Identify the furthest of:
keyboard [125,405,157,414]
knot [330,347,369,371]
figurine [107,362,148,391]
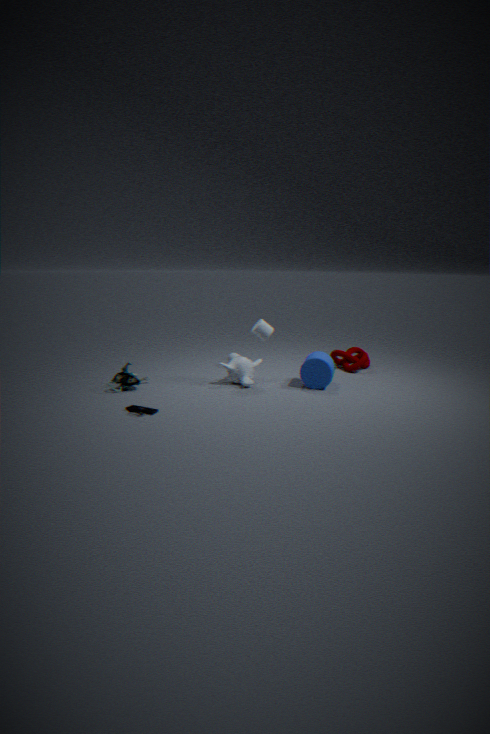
knot [330,347,369,371]
